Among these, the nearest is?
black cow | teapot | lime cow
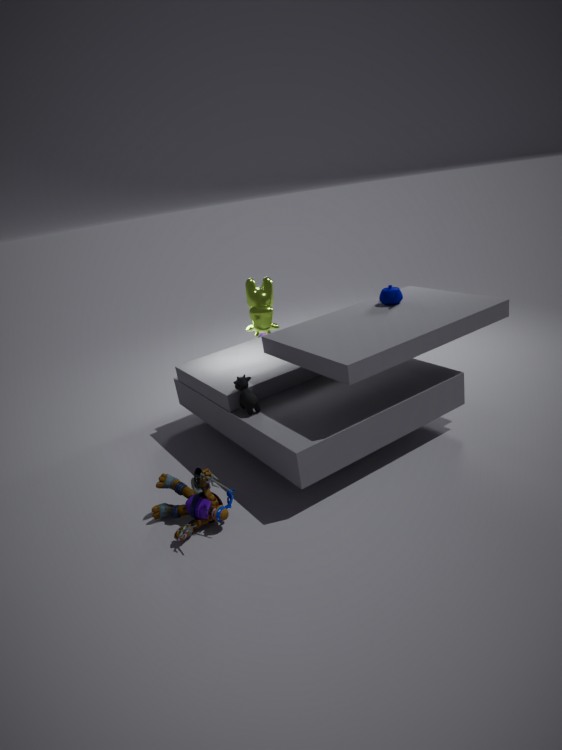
black cow
